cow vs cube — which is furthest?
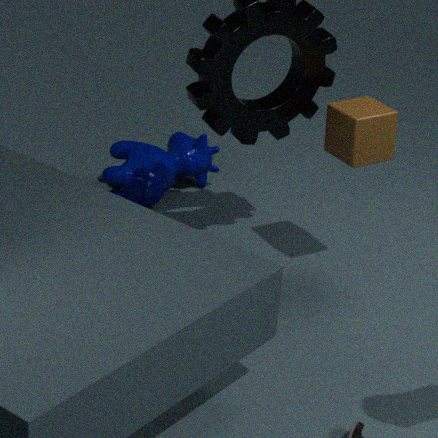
cow
